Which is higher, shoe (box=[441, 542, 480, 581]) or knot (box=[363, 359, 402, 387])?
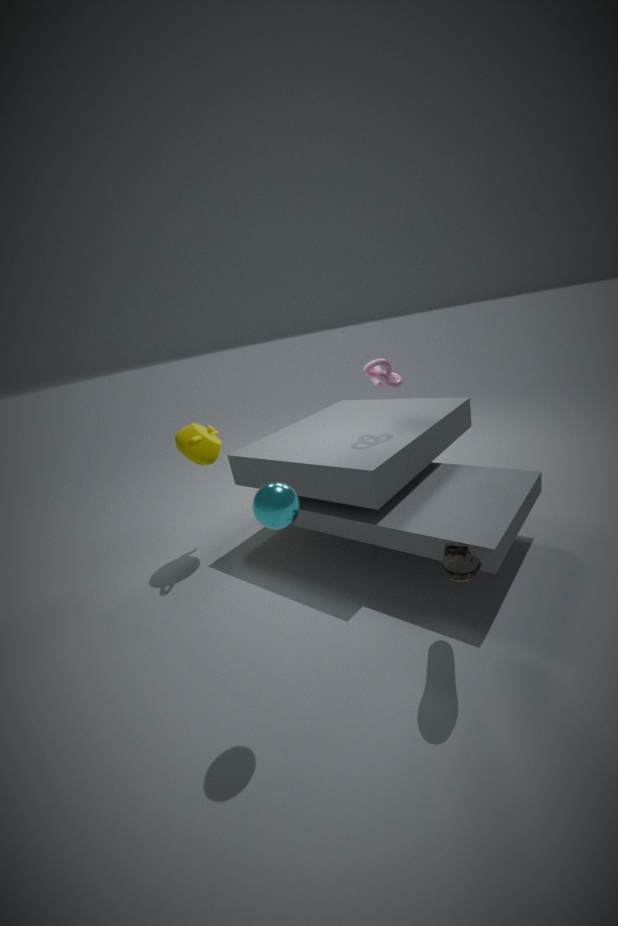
knot (box=[363, 359, 402, 387])
